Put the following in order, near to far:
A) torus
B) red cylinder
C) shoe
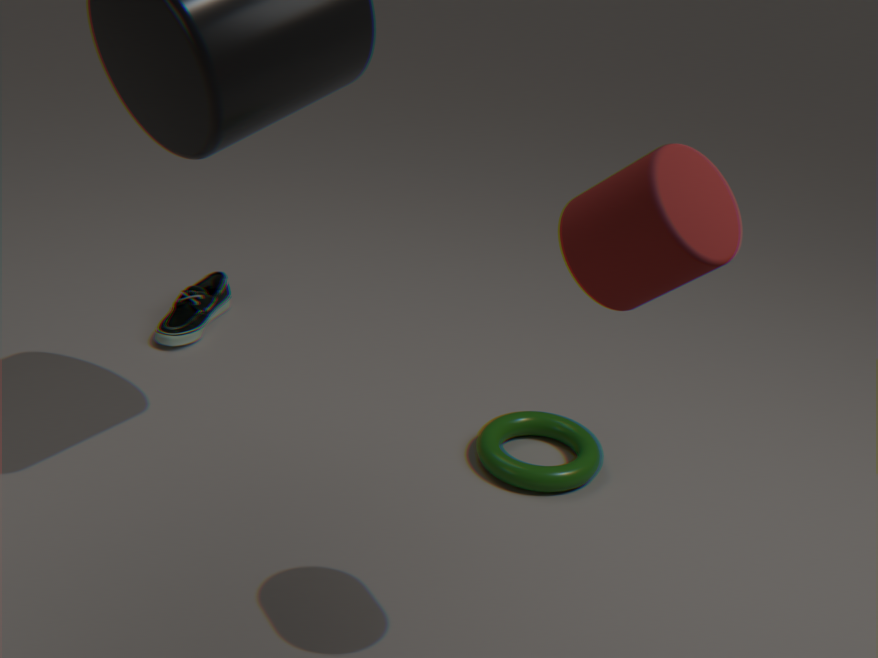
1. red cylinder
2. torus
3. shoe
